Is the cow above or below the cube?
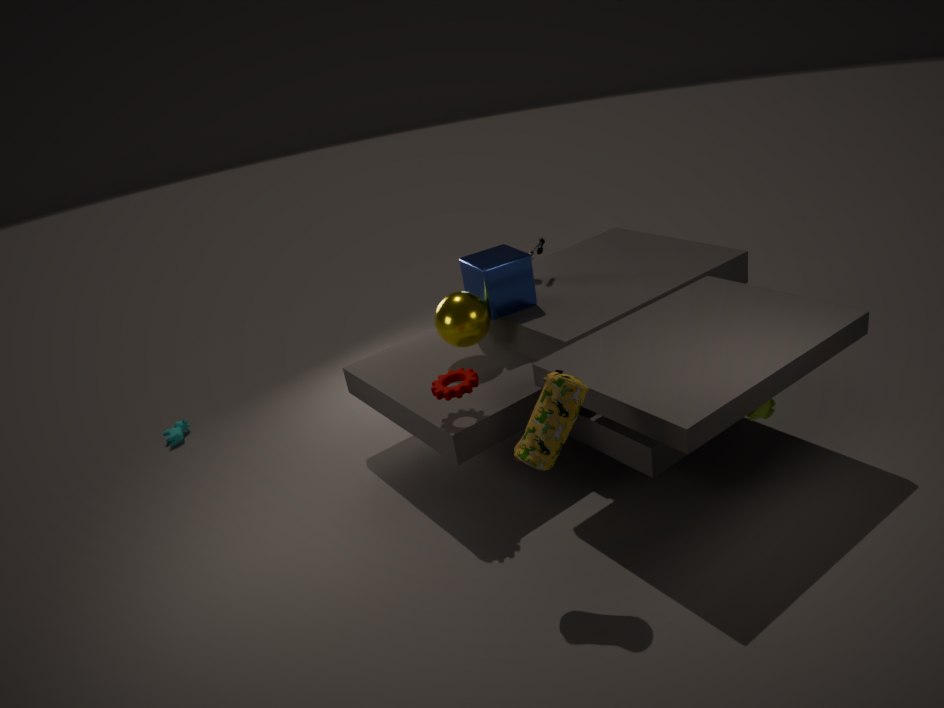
below
